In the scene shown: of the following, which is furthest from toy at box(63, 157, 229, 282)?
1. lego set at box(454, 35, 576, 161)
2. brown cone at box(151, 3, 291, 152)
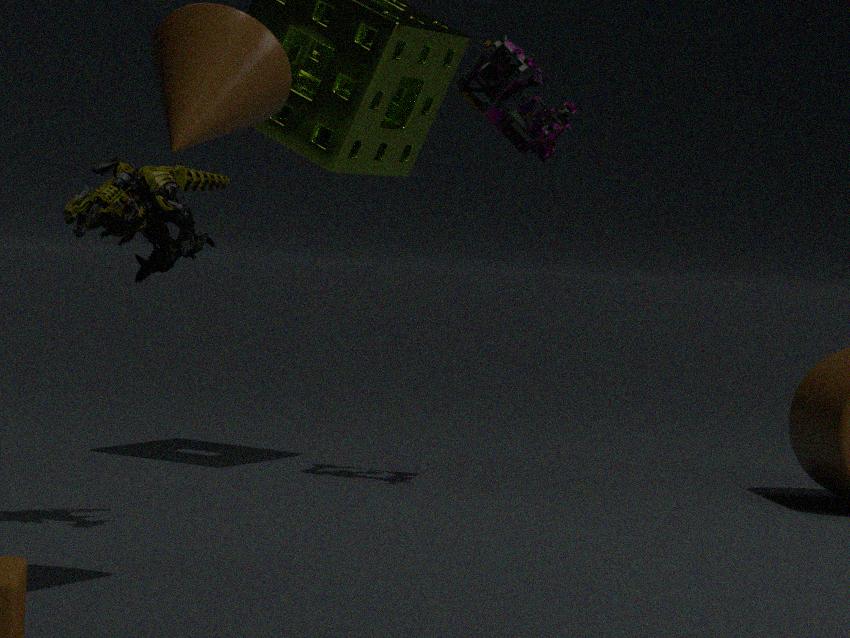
lego set at box(454, 35, 576, 161)
